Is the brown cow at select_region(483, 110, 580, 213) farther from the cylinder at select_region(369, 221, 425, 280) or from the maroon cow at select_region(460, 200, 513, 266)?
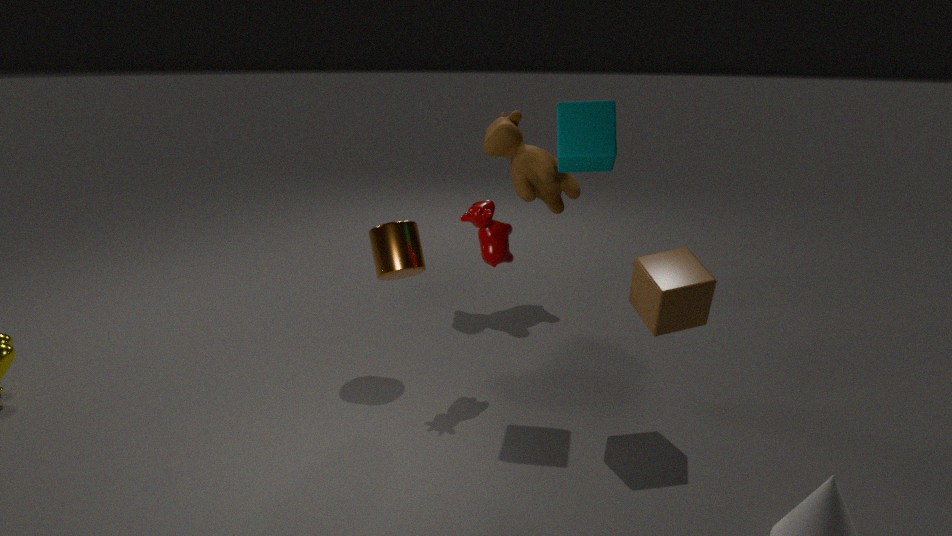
the cylinder at select_region(369, 221, 425, 280)
